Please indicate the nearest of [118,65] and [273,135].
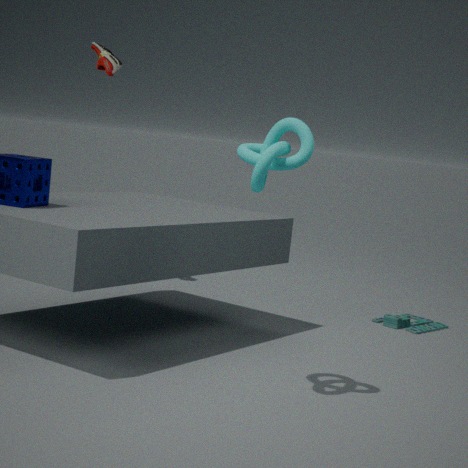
[273,135]
